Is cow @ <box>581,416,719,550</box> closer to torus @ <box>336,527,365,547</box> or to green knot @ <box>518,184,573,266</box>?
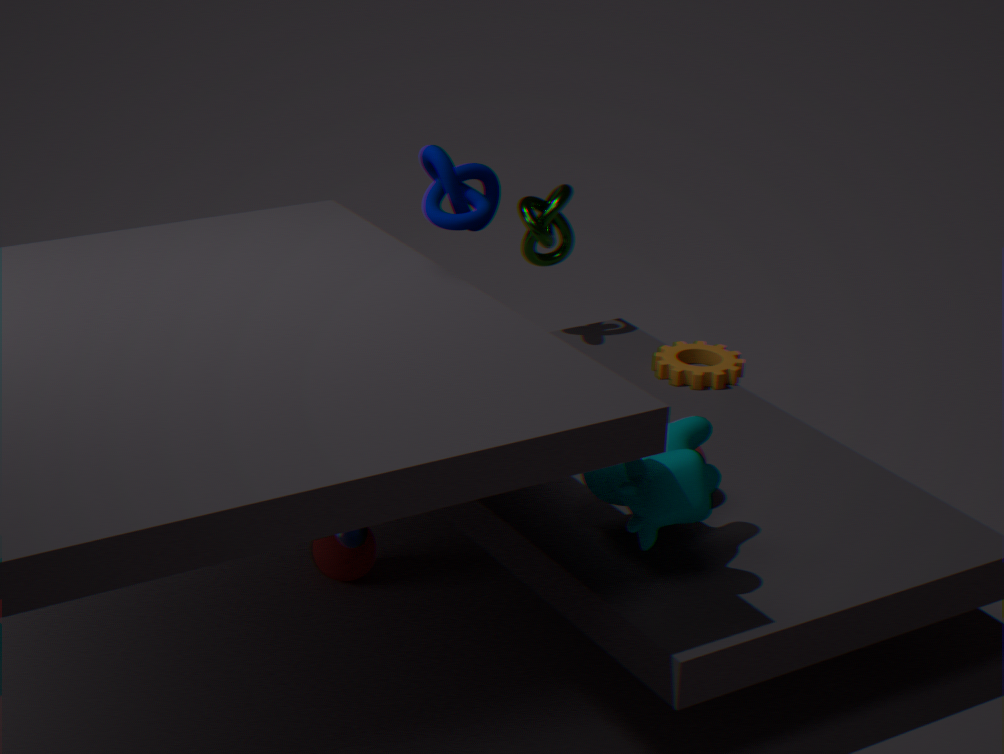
torus @ <box>336,527,365,547</box>
